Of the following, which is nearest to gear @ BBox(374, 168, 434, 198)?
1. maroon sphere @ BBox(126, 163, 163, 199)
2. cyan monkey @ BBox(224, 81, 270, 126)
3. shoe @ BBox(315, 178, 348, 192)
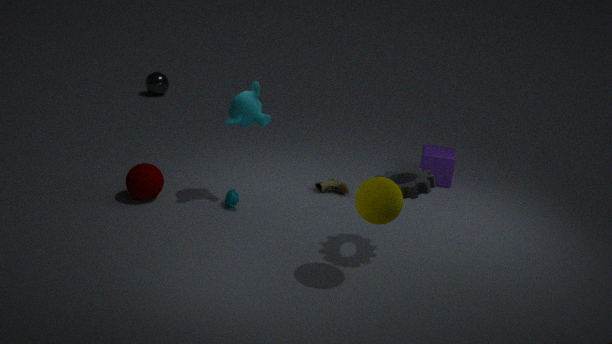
shoe @ BBox(315, 178, 348, 192)
